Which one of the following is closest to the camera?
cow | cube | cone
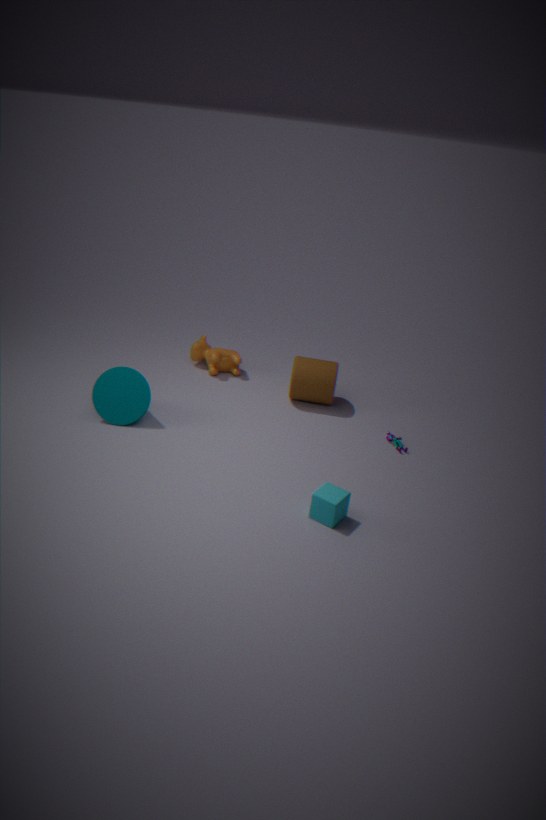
cube
